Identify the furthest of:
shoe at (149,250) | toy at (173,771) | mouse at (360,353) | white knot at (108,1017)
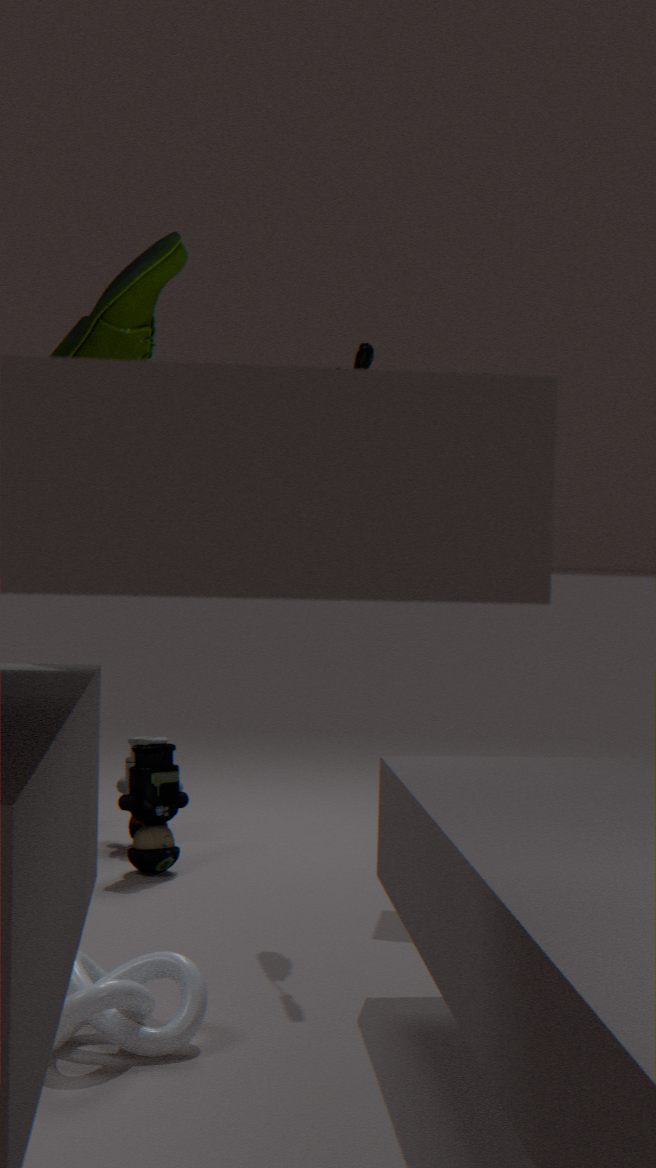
toy at (173,771)
